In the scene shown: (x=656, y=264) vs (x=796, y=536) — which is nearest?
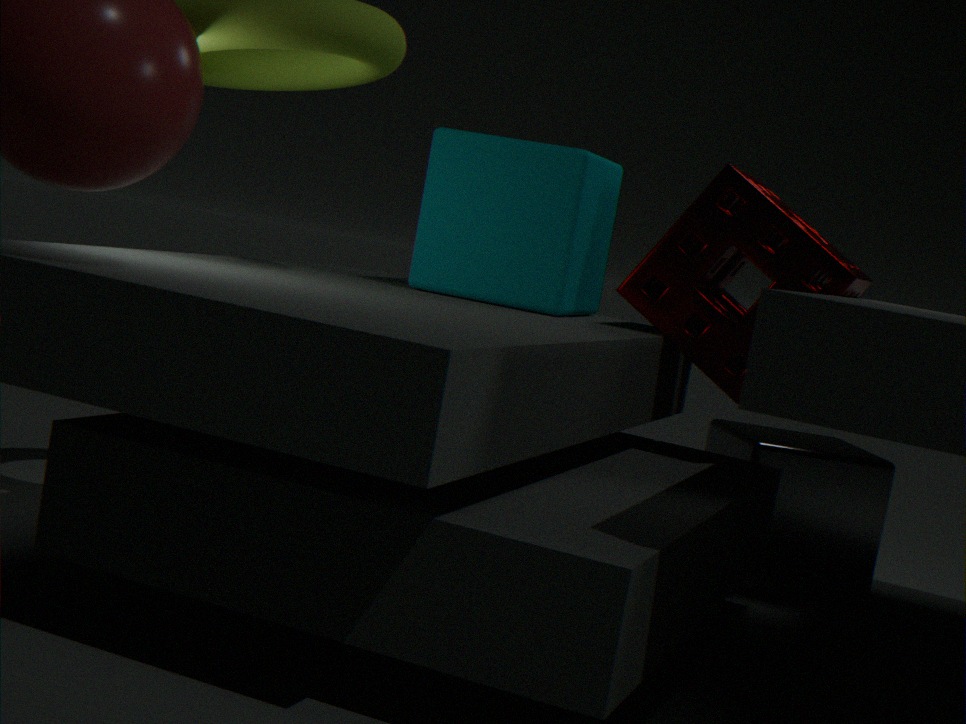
(x=656, y=264)
